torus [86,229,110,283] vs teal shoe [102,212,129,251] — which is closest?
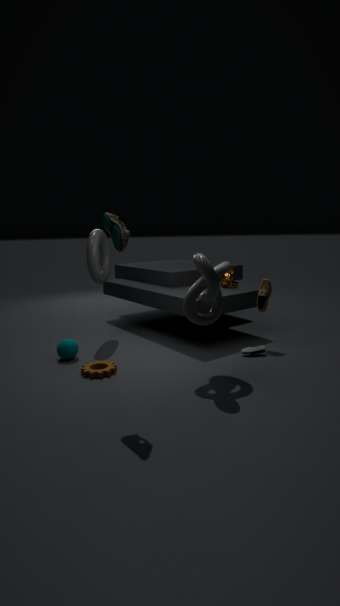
teal shoe [102,212,129,251]
